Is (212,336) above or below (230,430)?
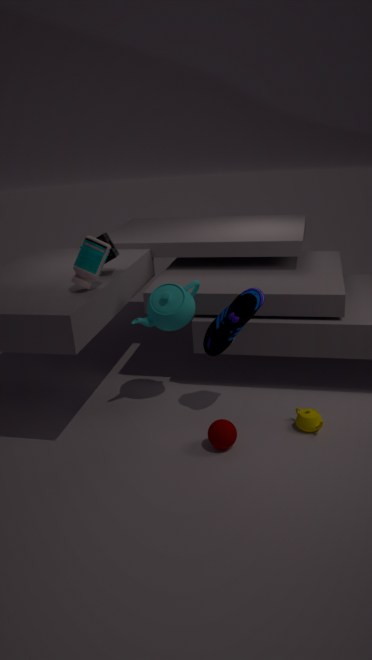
above
